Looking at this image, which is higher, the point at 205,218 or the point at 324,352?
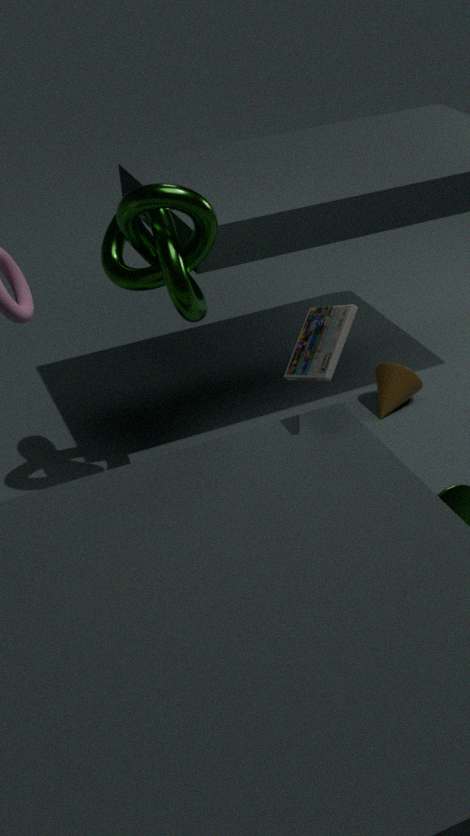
the point at 205,218
